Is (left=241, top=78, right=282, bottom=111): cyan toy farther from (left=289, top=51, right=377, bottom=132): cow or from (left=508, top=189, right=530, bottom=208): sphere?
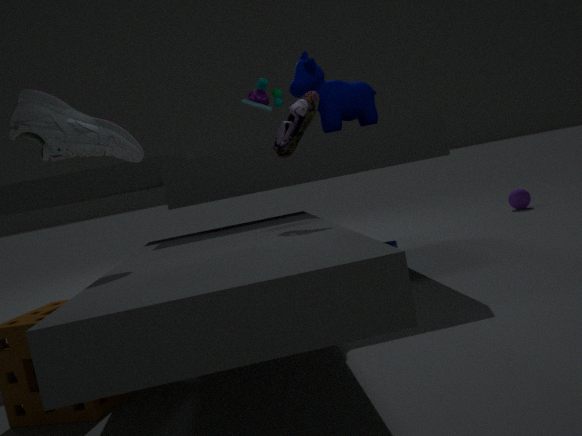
(left=508, top=189, right=530, bottom=208): sphere
